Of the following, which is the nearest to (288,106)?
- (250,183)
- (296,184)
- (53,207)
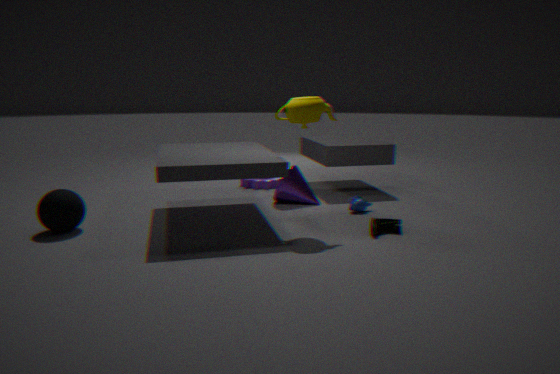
(296,184)
